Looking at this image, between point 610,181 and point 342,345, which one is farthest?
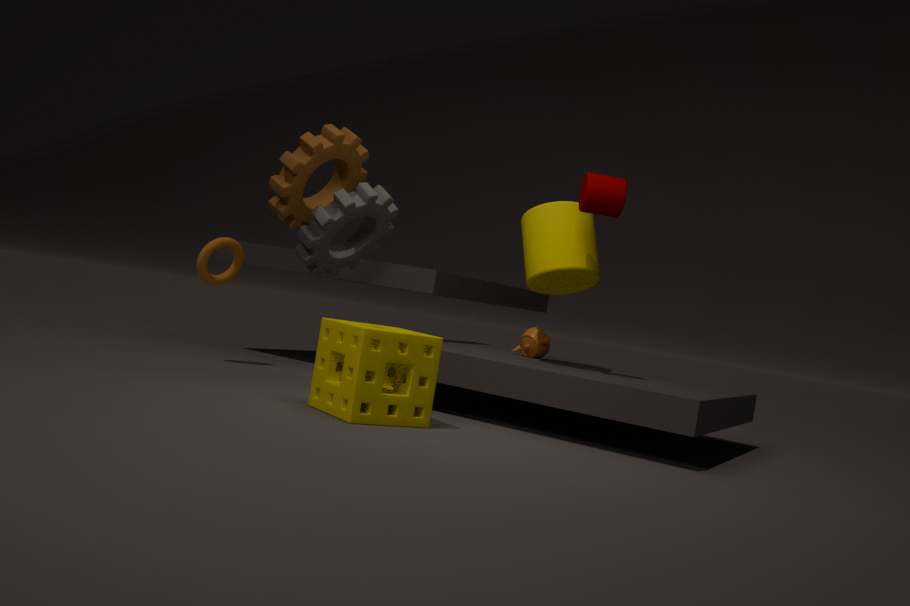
point 610,181
